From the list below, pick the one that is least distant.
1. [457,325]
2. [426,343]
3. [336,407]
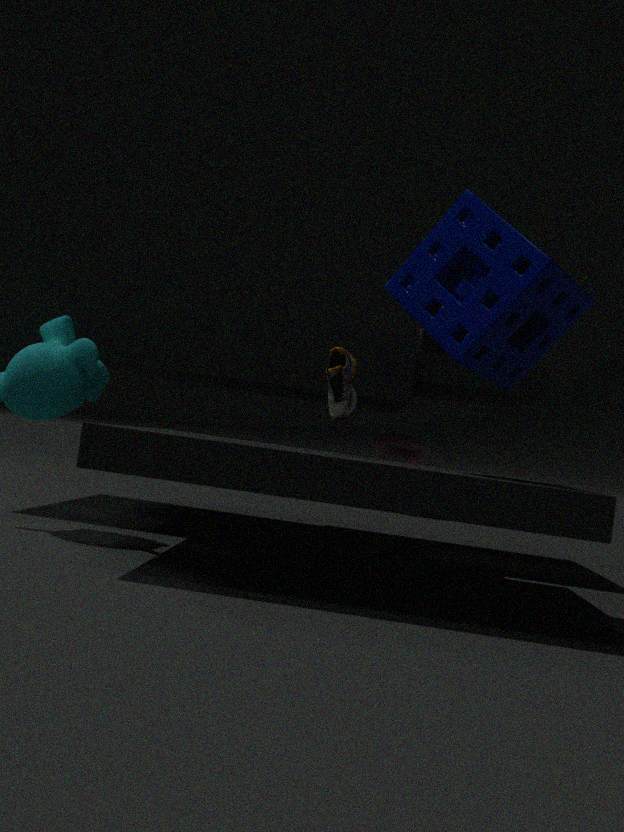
[457,325]
